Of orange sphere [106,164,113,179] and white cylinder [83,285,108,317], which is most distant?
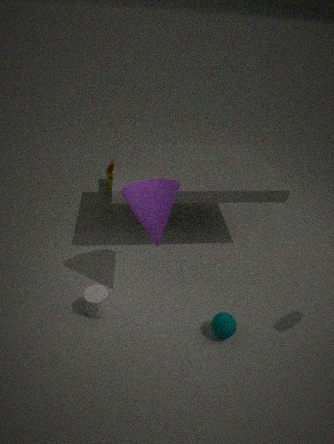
orange sphere [106,164,113,179]
